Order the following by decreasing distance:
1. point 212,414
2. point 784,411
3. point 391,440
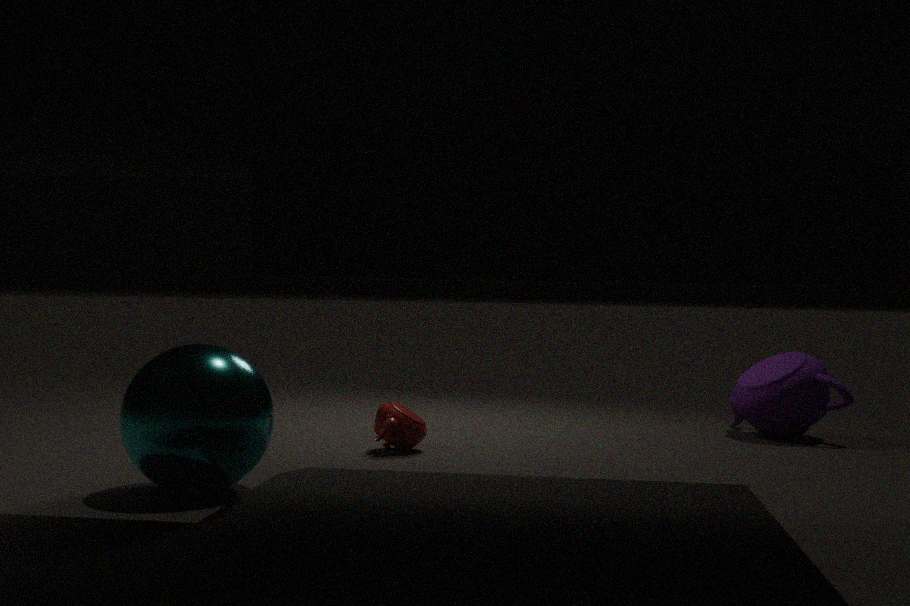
point 784,411 → point 391,440 → point 212,414
